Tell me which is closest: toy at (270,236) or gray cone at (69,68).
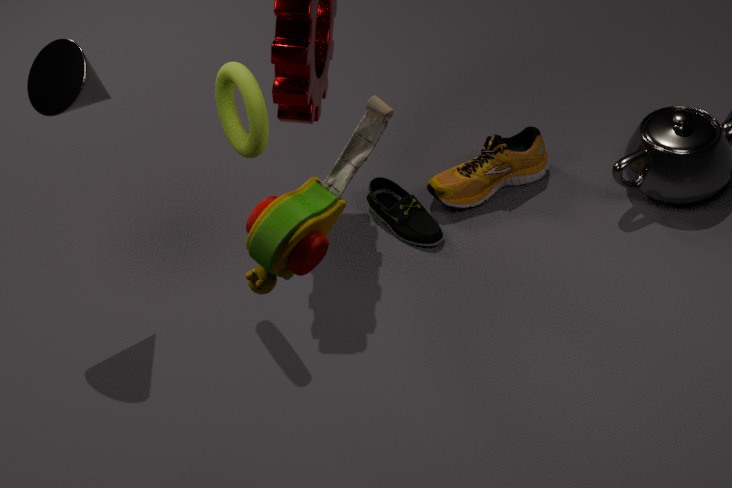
toy at (270,236)
